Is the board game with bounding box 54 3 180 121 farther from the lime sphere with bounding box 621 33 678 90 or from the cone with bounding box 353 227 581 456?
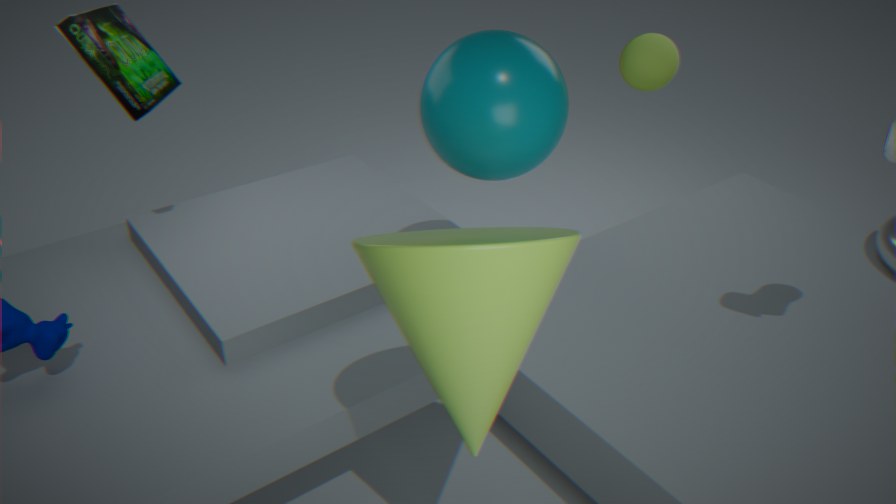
the lime sphere with bounding box 621 33 678 90
